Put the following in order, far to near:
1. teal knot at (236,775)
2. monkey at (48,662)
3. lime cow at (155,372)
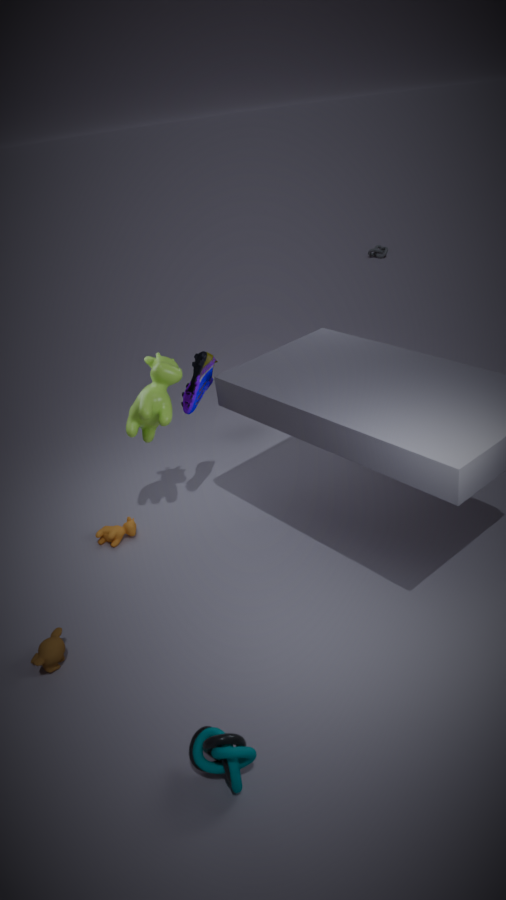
lime cow at (155,372)
monkey at (48,662)
teal knot at (236,775)
